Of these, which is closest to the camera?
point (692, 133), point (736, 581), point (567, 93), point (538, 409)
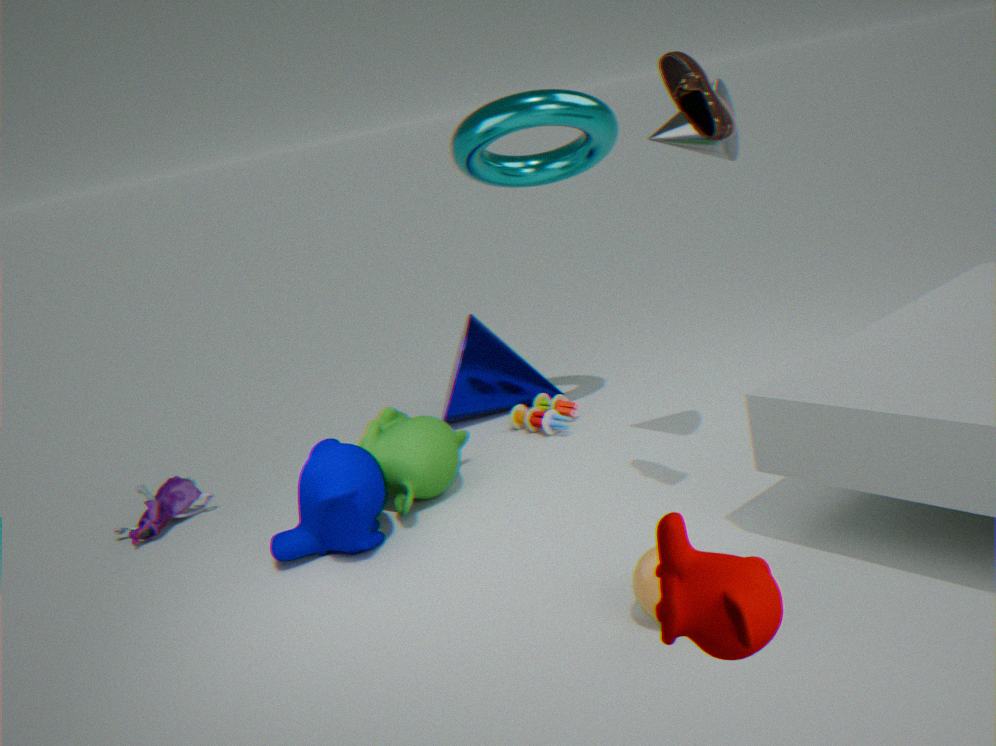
point (736, 581)
